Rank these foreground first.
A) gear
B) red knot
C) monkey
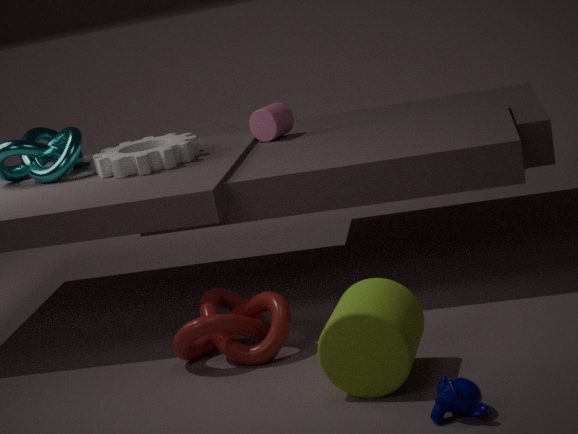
1. monkey
2. red knot
3. gear
